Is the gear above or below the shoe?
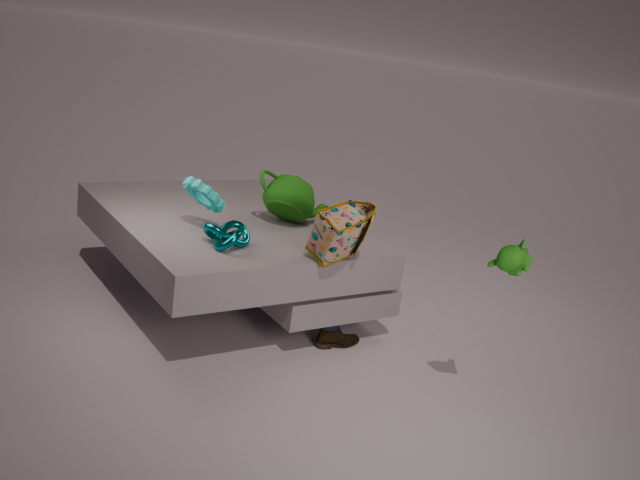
above
